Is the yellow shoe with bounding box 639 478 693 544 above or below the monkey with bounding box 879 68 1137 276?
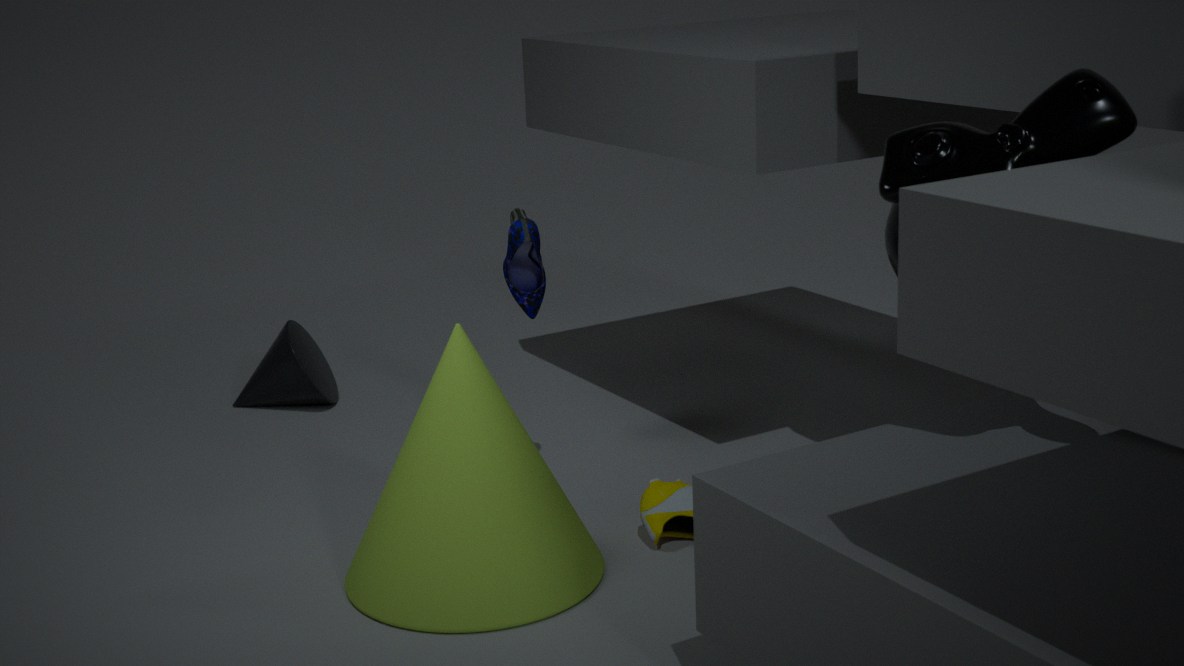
below
